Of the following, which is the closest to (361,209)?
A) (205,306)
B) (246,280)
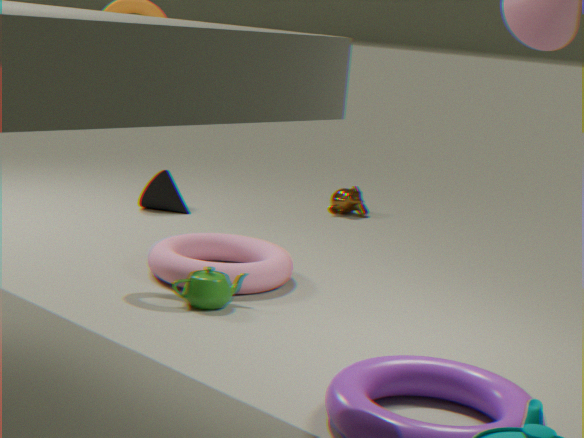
(246,280)
